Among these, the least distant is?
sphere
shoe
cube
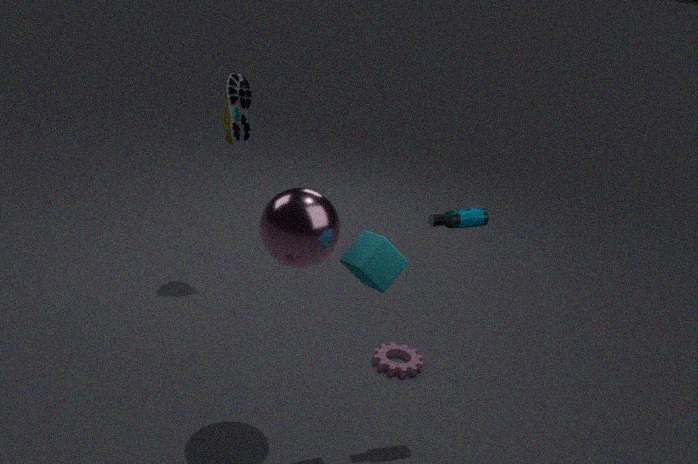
cube
